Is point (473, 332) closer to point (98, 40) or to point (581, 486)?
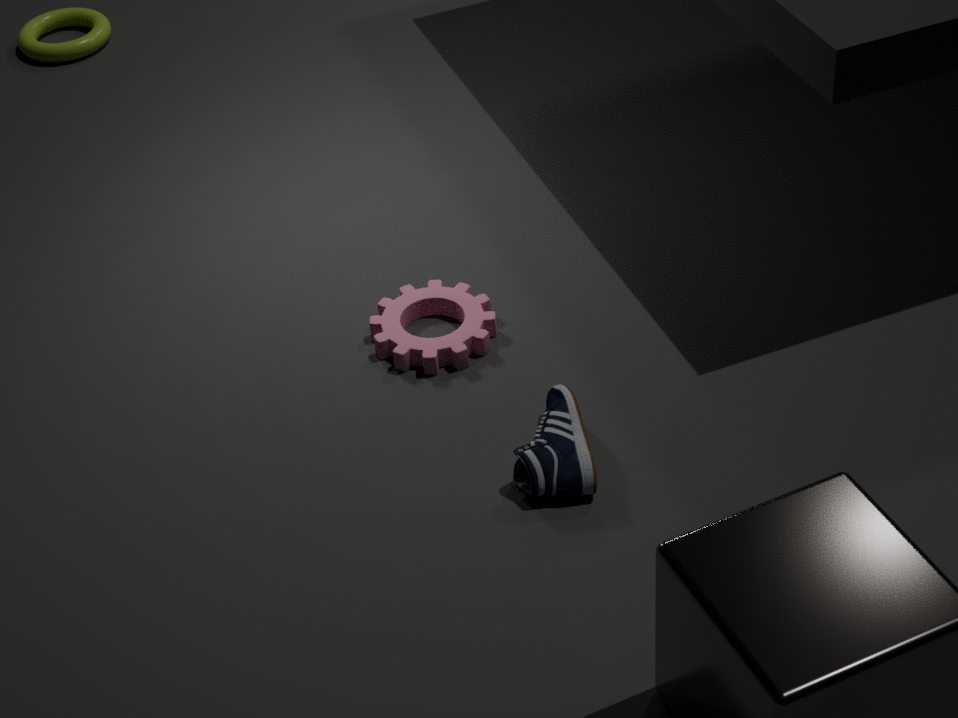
point (581, 486)
